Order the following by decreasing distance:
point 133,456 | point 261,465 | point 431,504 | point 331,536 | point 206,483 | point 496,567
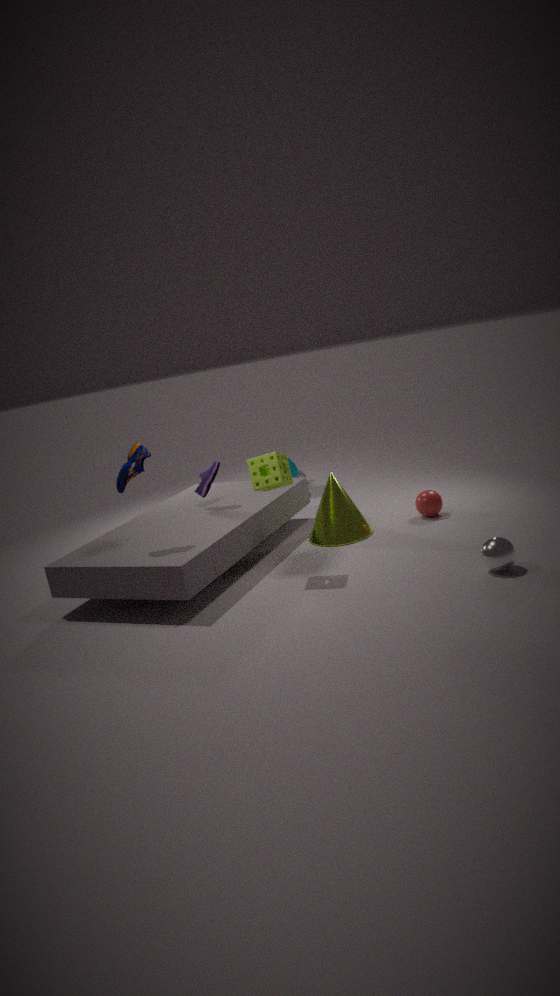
point 206,483 → point 431,504 → point 331,536 → point 133,456 → point 261,465 → point 496,567
